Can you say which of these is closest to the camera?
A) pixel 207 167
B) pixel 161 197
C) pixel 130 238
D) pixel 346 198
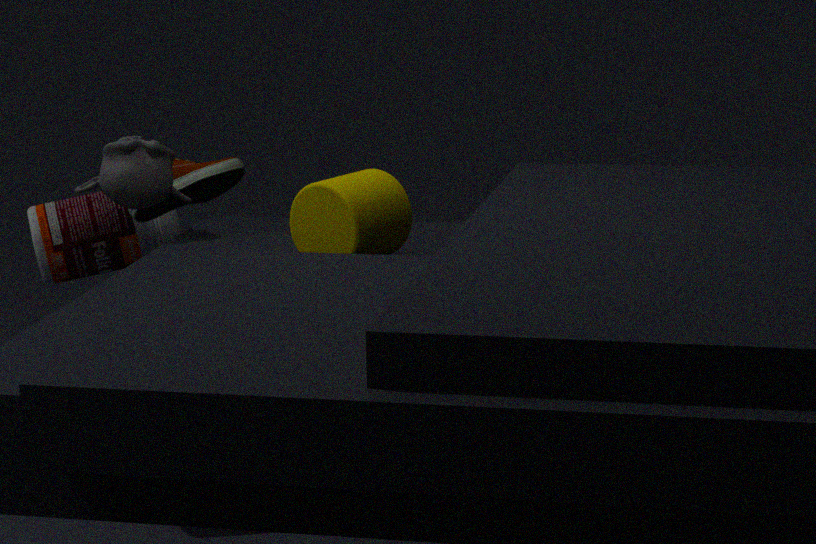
D. pixel 346 198
